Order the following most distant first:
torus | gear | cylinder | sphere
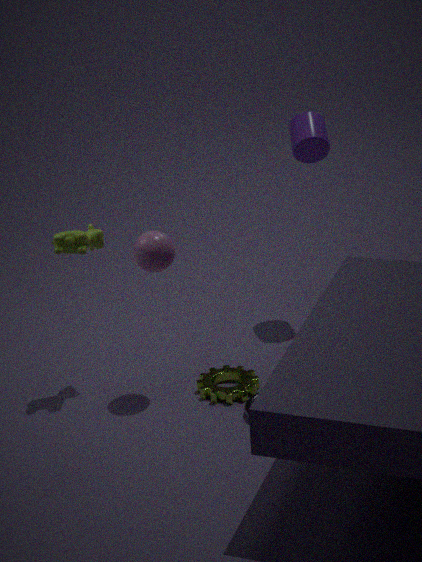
cylinder < gear < sphere < torus
